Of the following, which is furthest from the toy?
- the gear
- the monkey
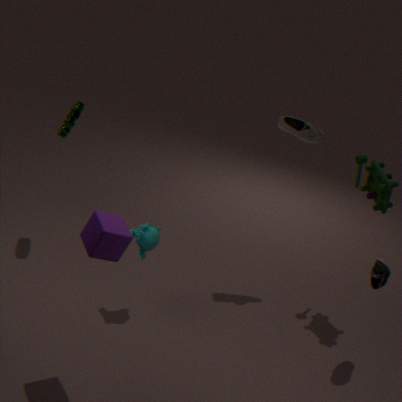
the gear
